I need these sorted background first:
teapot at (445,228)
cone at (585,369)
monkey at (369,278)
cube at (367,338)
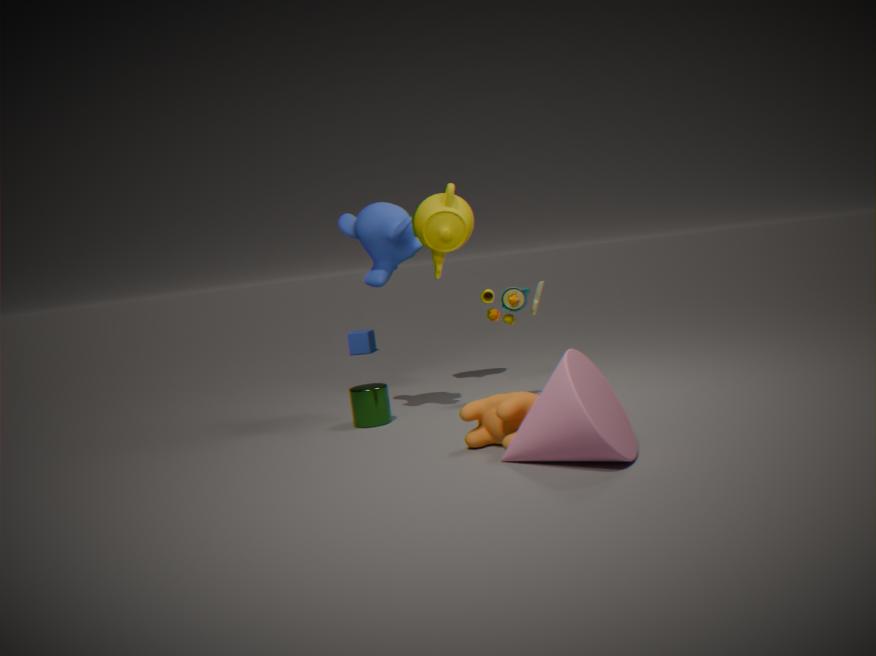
cube at (367,338)
teapot at (445,228)
monkey at (369,278)
cone at (585,369)
